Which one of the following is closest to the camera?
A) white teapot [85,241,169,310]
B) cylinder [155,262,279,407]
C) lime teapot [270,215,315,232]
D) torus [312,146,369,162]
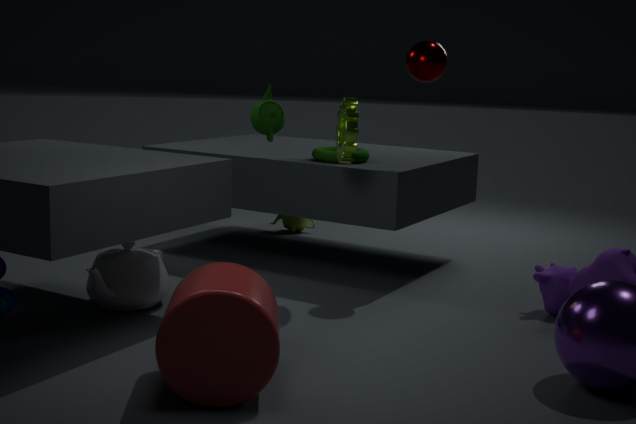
cylinder [155,262,279,407]
